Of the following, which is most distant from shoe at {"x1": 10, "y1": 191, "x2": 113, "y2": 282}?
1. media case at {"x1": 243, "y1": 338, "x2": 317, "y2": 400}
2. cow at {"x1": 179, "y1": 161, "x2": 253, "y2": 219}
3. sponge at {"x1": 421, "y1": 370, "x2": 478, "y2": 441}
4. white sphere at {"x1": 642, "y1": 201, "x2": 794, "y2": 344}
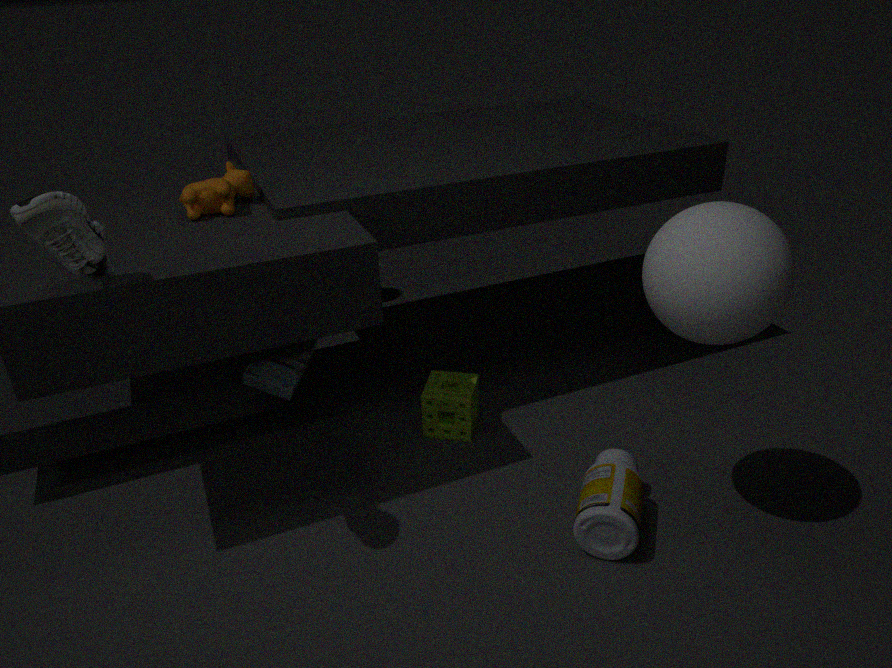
white sphere at {"x1": 642, "y1": 201, "x2": 794, "y2": 344}
